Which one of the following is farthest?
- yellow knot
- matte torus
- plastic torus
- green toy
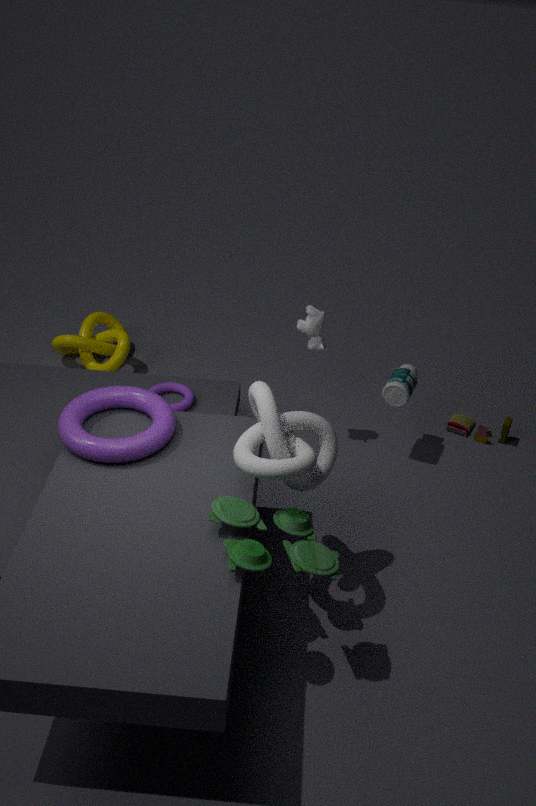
yellow knot
